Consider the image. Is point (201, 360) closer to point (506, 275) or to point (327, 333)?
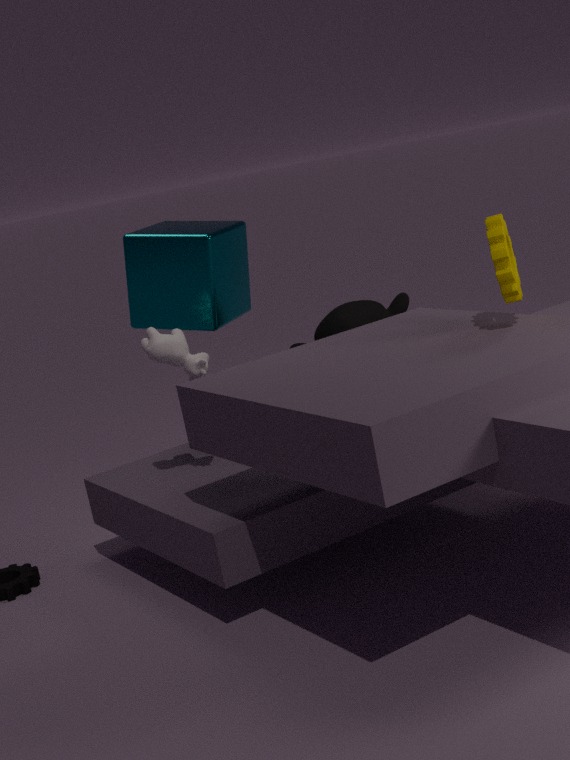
point (327, 333)
